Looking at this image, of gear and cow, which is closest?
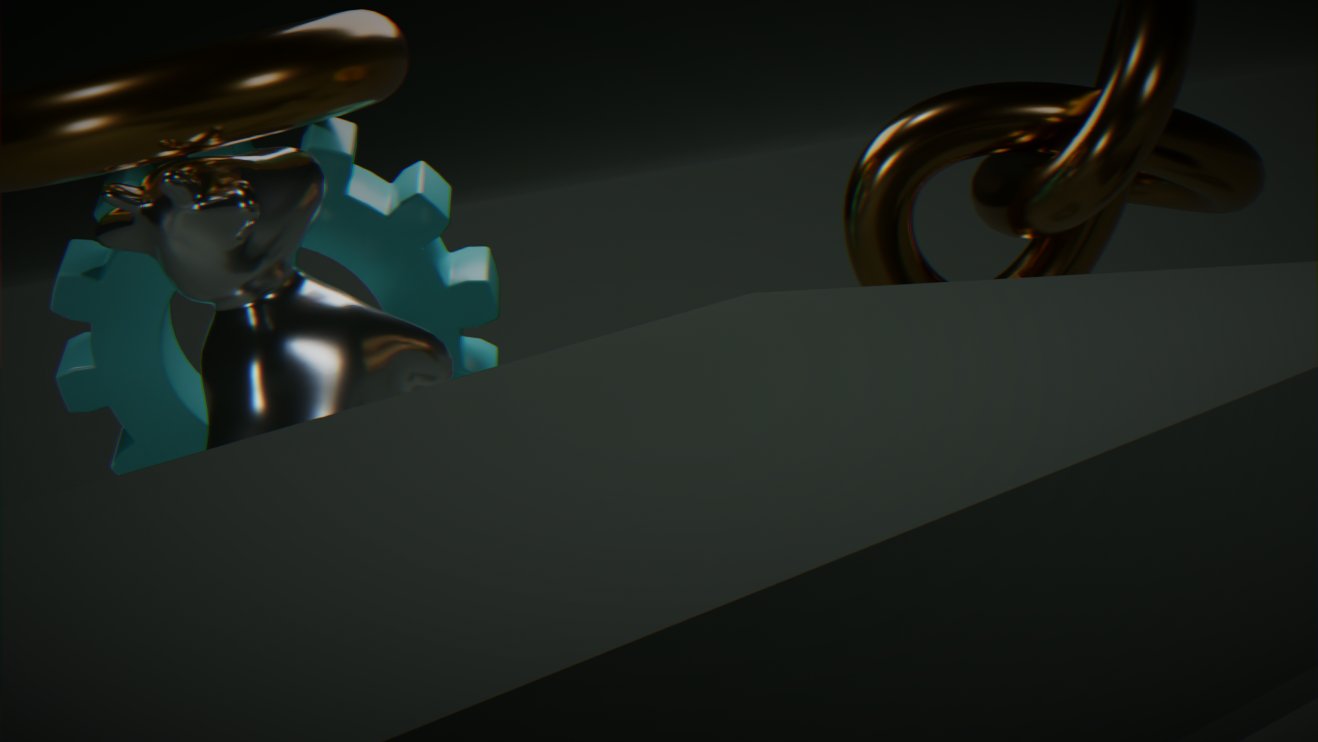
cow
